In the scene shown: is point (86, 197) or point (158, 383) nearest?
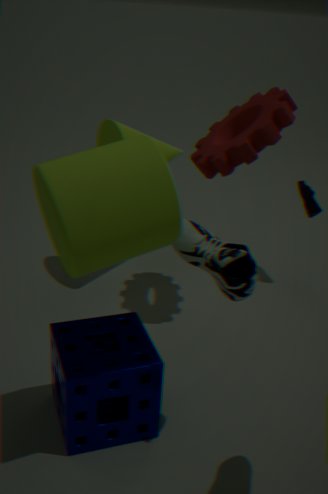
point (86, 197)
